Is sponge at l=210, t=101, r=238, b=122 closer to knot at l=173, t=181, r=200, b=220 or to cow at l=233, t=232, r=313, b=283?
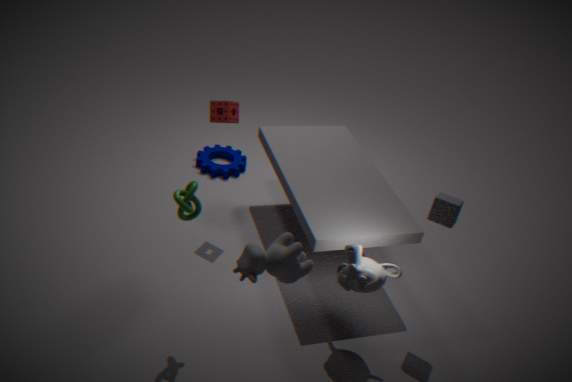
knot at l=173, t=181, r=200, b=220
